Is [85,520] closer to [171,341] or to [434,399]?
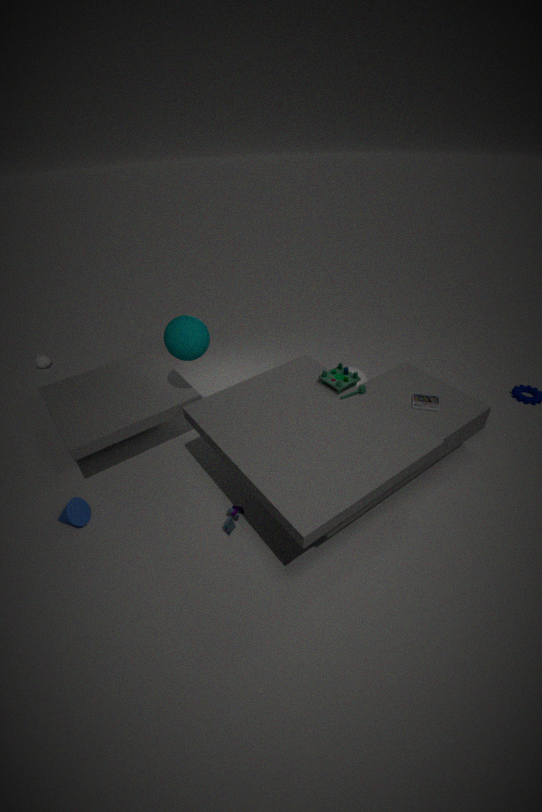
[171,341]
